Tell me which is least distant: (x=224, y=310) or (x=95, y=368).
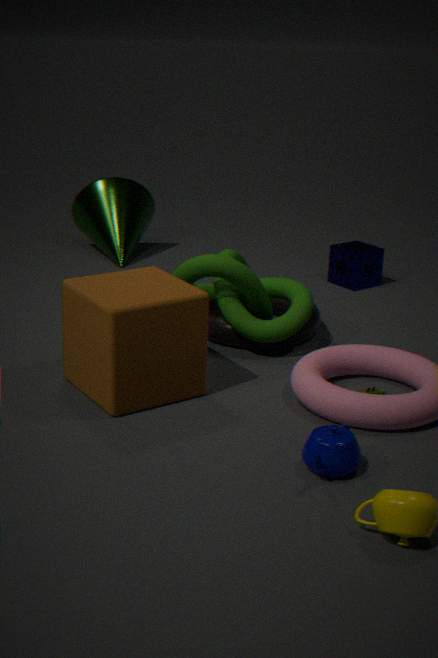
(x=95, y=368)
